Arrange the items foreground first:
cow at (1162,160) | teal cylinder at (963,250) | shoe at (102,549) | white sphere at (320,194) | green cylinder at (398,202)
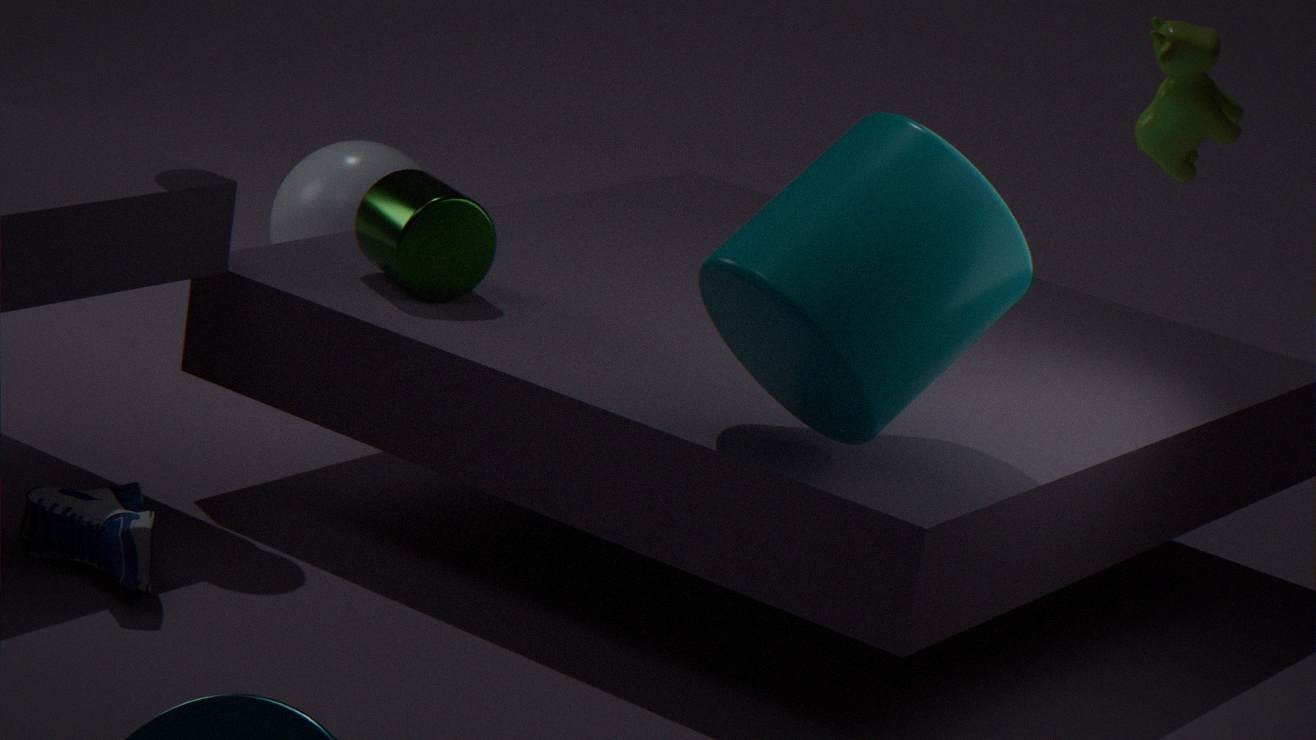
teal cylinder at (963,250) < shoe at (102,549) < cow at (1162,160) < green cylinder at (398,202) < white sphere at (320,194)
